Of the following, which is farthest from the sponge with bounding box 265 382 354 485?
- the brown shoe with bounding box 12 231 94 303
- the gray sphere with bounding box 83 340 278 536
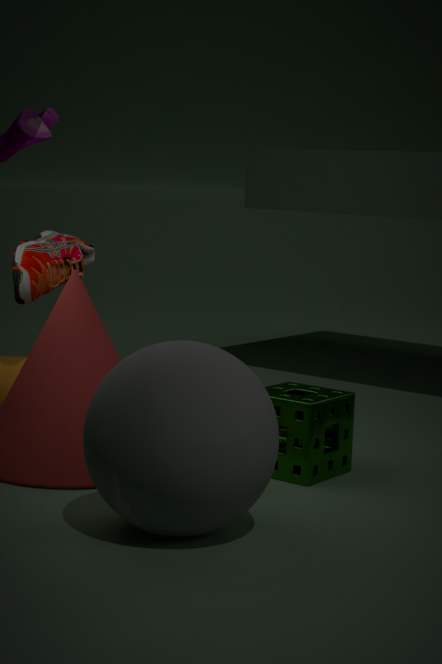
the brown shoe with bounding box 12 231 94 303
